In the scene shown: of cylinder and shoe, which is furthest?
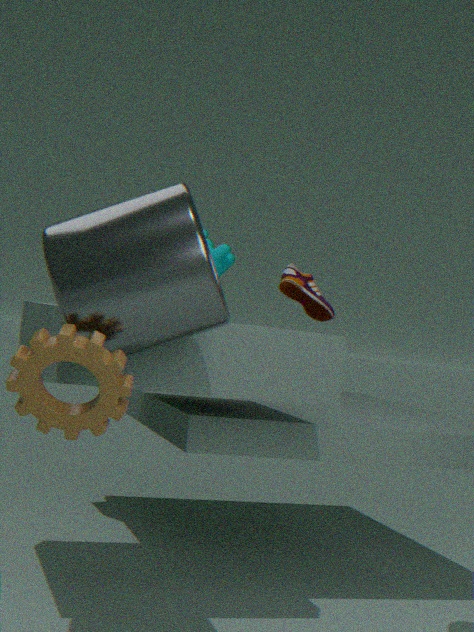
shoe
